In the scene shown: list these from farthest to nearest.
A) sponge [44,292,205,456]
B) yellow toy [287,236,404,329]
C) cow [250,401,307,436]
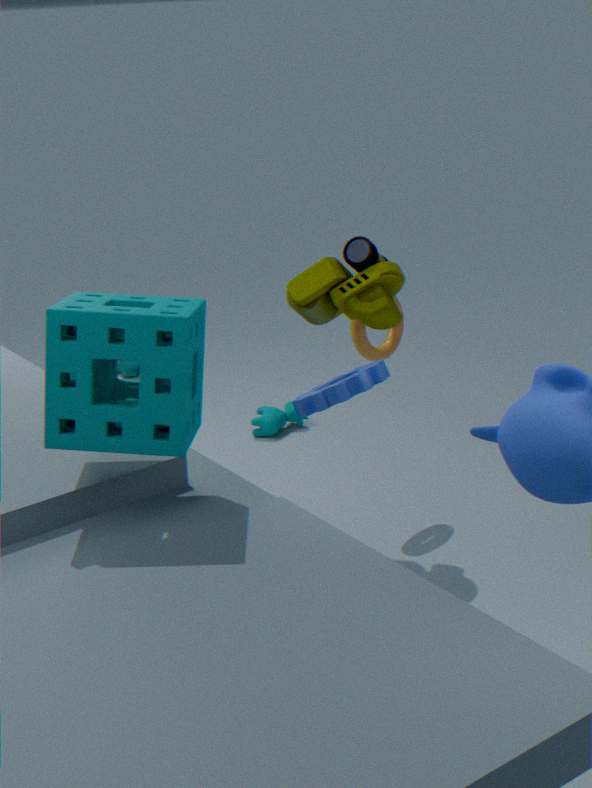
cow [250,401,307,436], yellow toy [287,236,404,329], sponge [44,292,205,456]
